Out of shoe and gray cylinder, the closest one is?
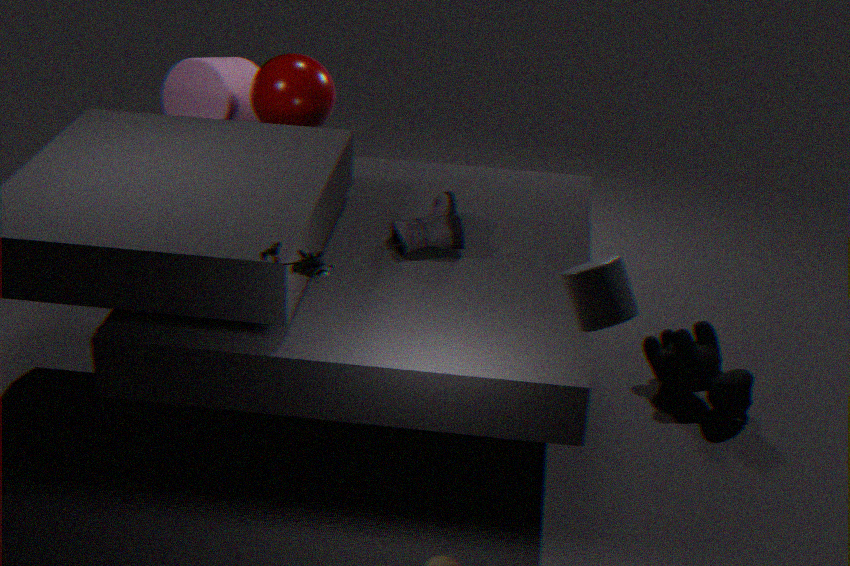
gray cylinder
